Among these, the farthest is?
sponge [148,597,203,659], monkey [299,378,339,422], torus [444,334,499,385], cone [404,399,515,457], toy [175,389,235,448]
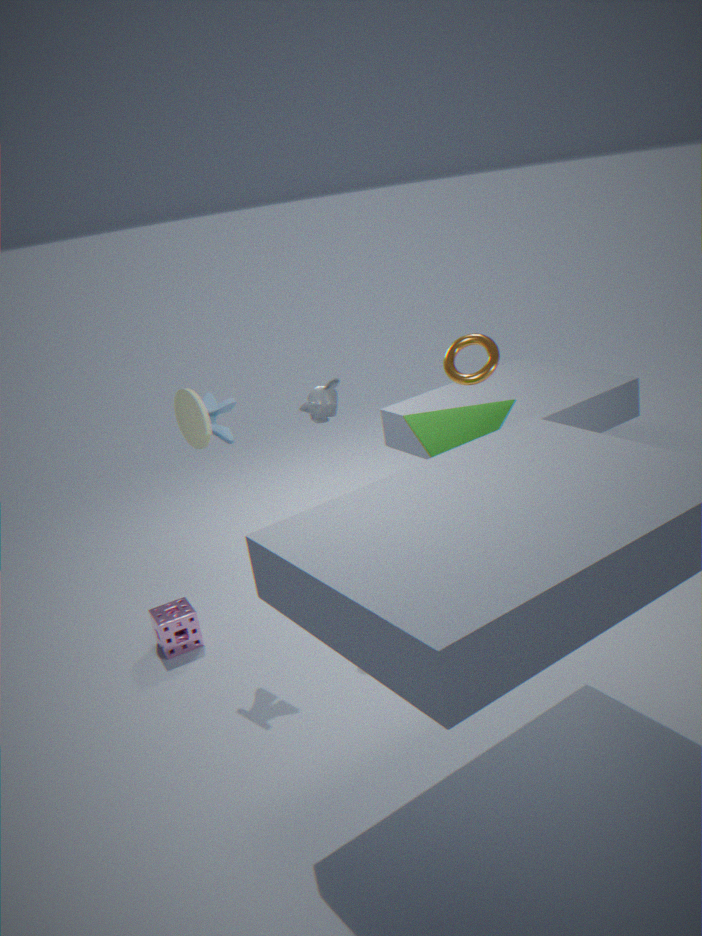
torus [444,334,499,385]
